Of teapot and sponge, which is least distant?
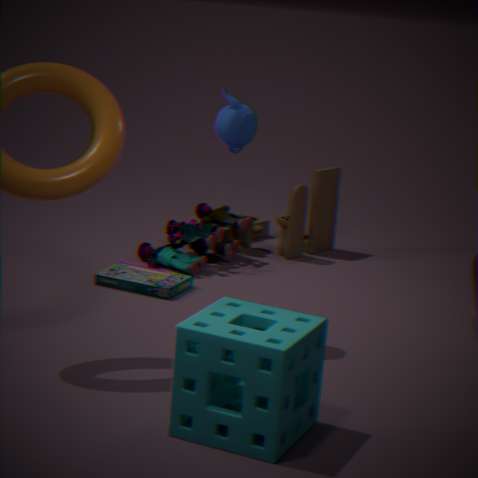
Result: sponge
